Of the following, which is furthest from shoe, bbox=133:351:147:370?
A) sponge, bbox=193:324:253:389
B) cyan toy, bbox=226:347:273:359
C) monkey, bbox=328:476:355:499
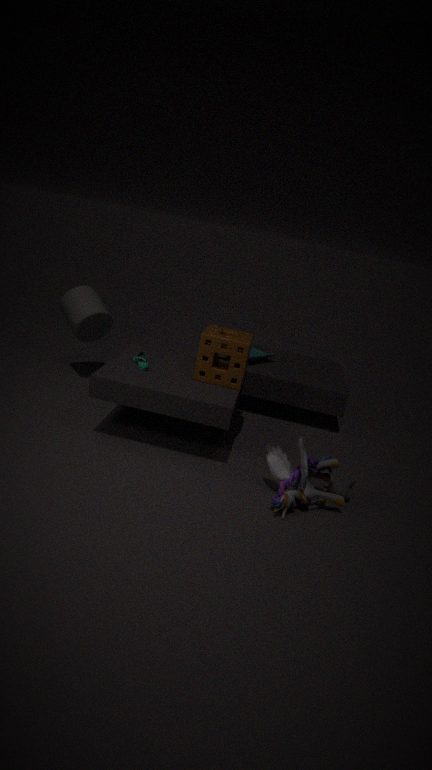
monkey, bbox=328:476:355:499
